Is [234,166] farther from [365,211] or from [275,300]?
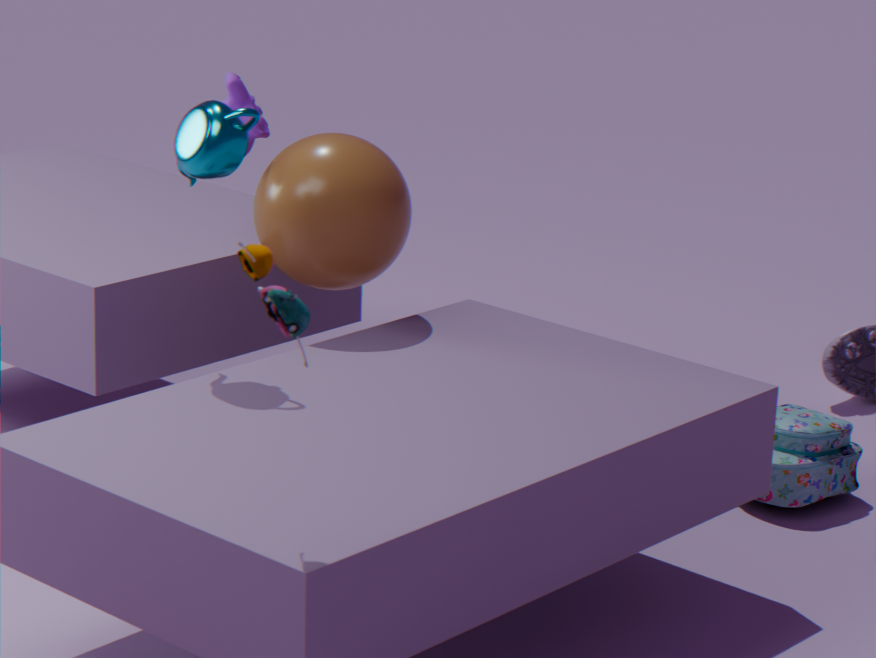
[275,300]
